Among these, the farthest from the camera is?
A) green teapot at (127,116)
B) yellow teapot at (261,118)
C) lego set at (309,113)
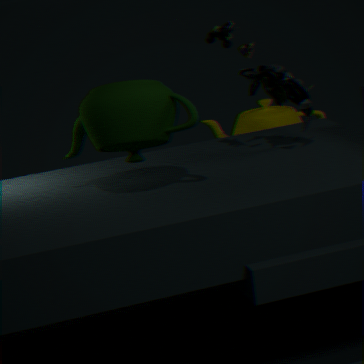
yellow teapot at (261,118)
